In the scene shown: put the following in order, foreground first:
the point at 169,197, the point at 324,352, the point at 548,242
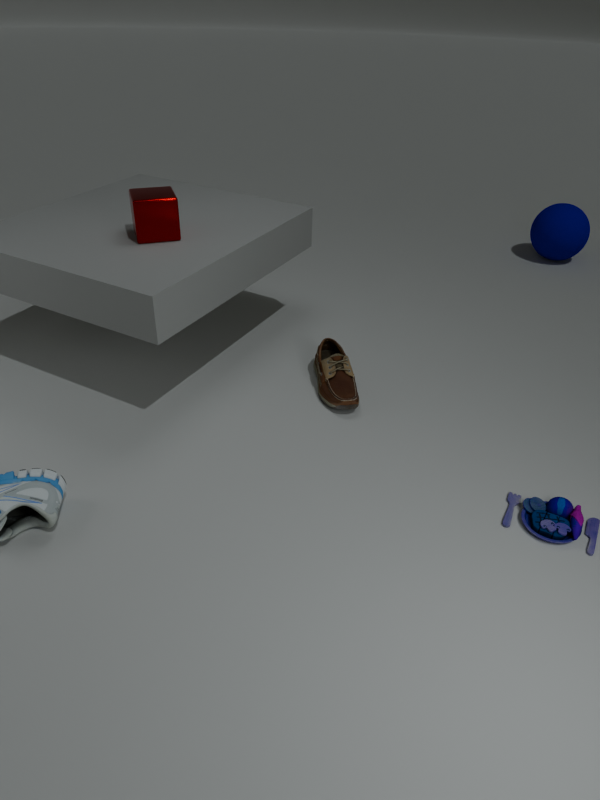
the point at 169,197
the point at 324,352
the point at 548,242
